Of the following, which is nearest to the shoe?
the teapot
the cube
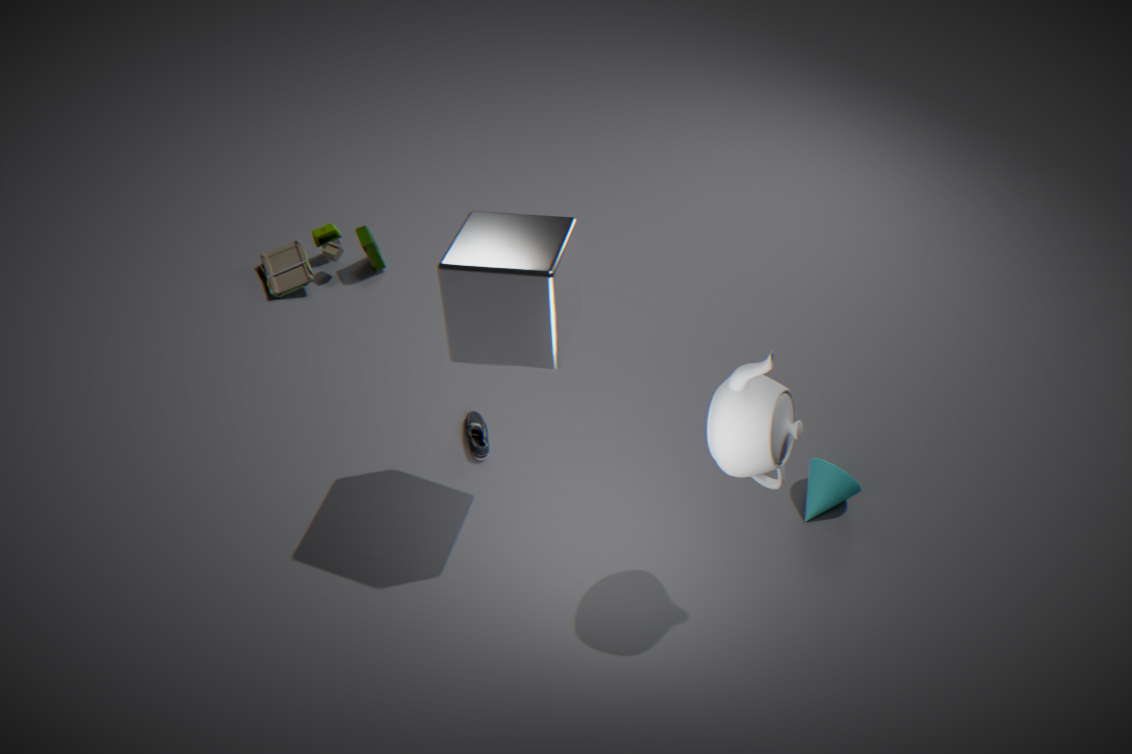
the cube
